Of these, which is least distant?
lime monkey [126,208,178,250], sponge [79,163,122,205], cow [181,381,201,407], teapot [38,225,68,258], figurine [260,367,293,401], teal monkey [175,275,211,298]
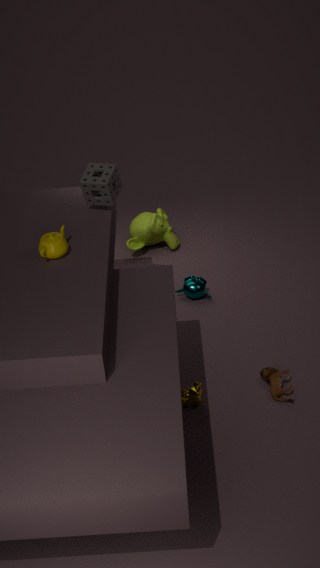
teapot [38,225,68,258]
